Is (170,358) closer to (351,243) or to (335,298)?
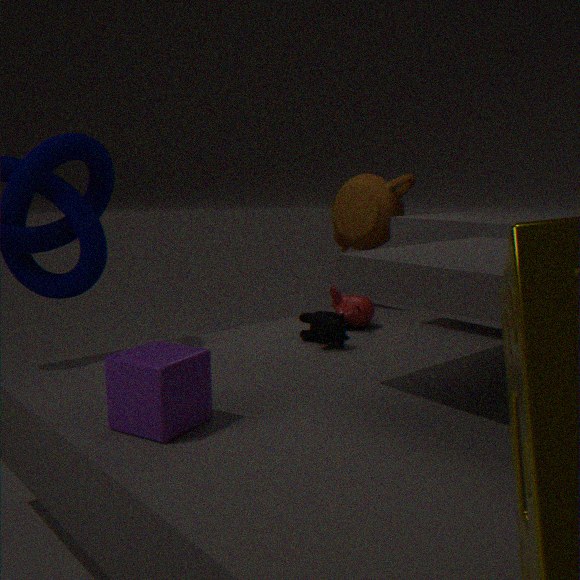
(335,298)
